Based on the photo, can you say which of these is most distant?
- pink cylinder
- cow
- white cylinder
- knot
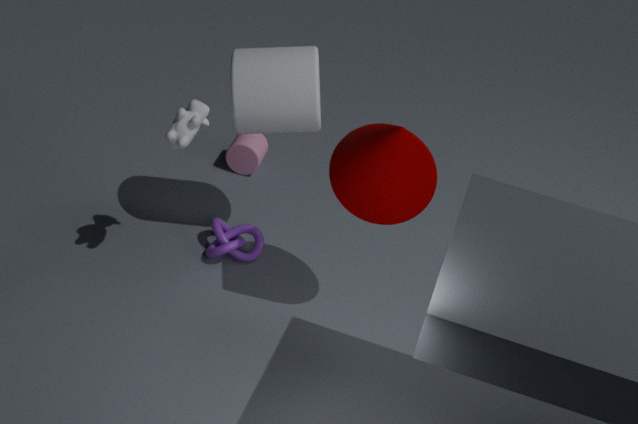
pink cylinder
